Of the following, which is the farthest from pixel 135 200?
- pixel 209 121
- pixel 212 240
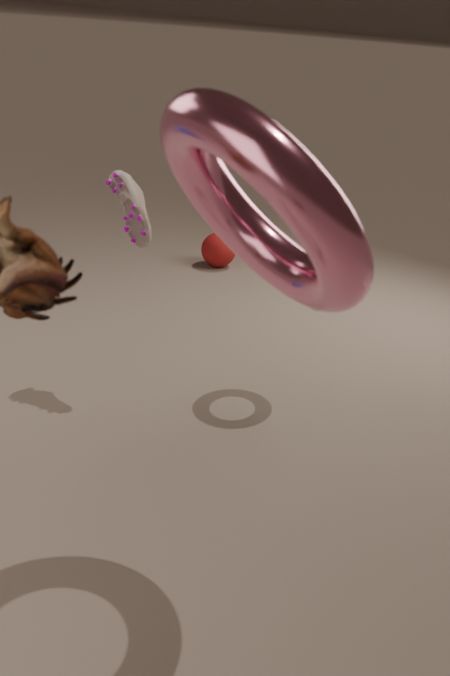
pixel 212 240
